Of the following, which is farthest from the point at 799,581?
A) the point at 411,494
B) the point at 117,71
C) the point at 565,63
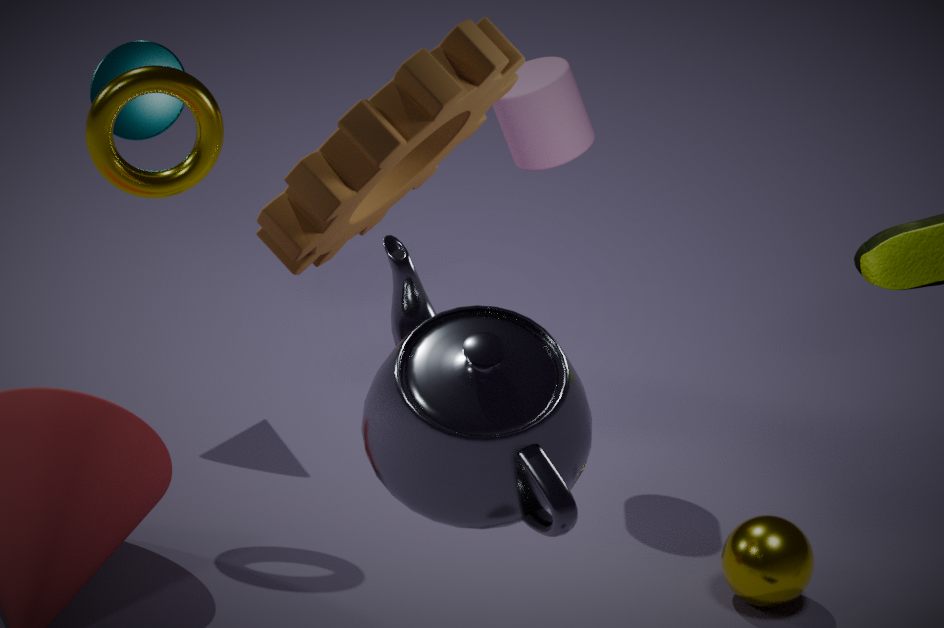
the point at 117,71
